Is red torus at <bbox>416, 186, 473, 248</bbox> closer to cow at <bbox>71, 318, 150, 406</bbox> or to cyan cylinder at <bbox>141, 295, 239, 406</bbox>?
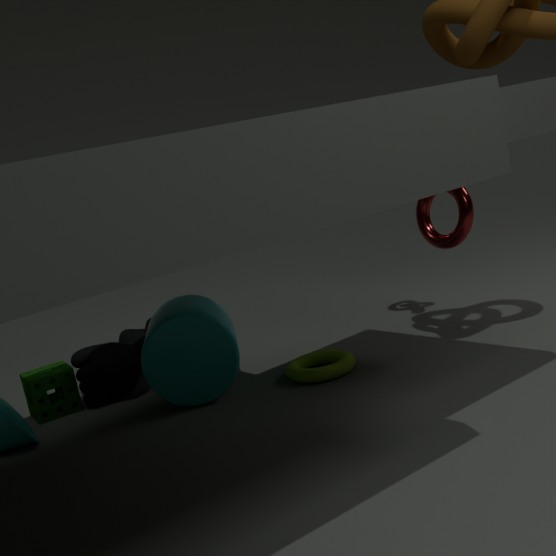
cyan cylinder at <bbox>141, 295, 239, 406</bbox>
